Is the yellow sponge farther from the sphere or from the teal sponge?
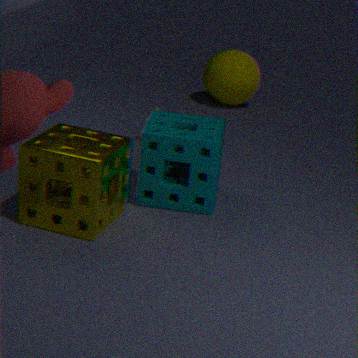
the sphere
